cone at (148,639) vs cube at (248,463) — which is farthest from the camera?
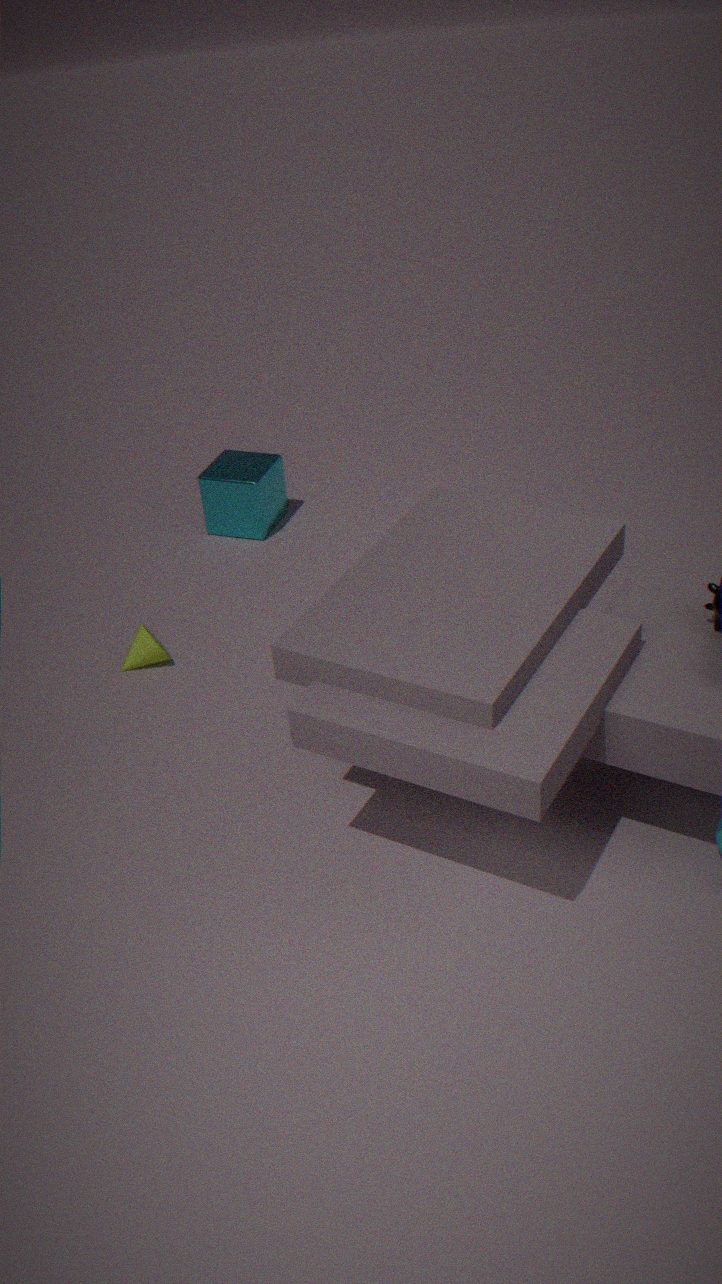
cube at (248,463)
